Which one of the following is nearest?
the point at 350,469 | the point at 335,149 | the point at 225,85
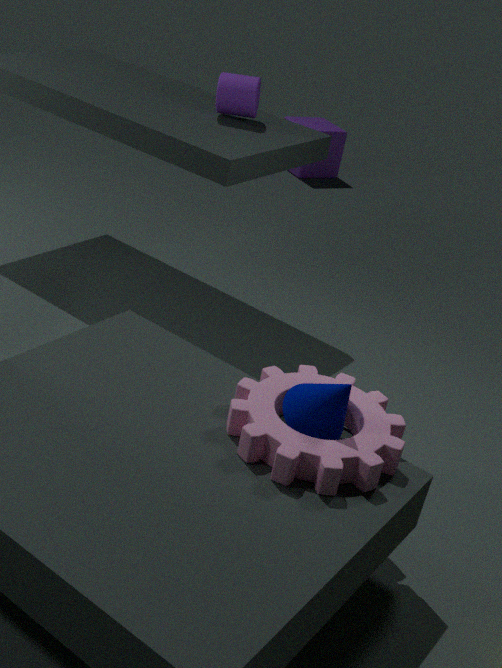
the point at 350,469
